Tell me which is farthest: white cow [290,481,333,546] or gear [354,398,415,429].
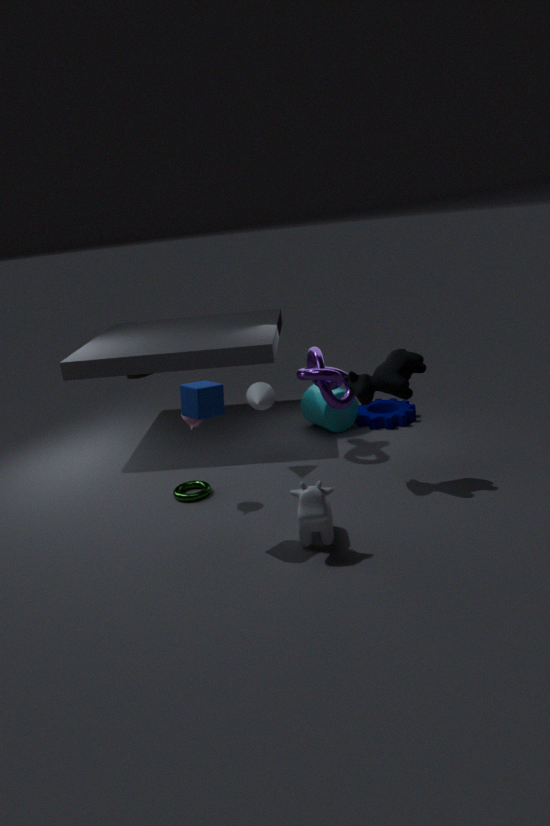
gear [354,398,415,429]
